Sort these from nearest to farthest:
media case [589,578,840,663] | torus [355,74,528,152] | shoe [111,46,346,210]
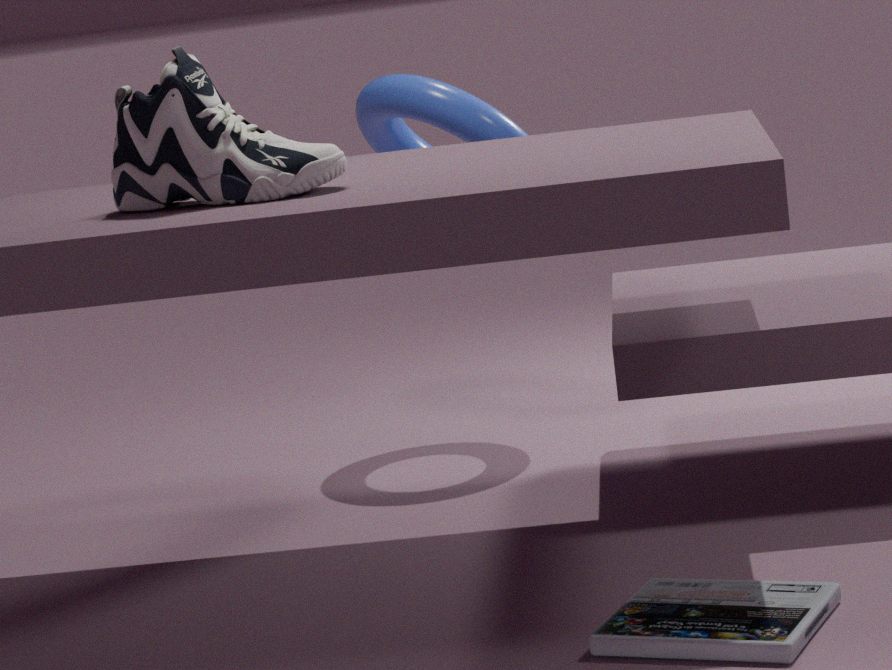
media case [589,578,840,663] → shoe [111,46,346,210] → torus [355,74,528,152]
